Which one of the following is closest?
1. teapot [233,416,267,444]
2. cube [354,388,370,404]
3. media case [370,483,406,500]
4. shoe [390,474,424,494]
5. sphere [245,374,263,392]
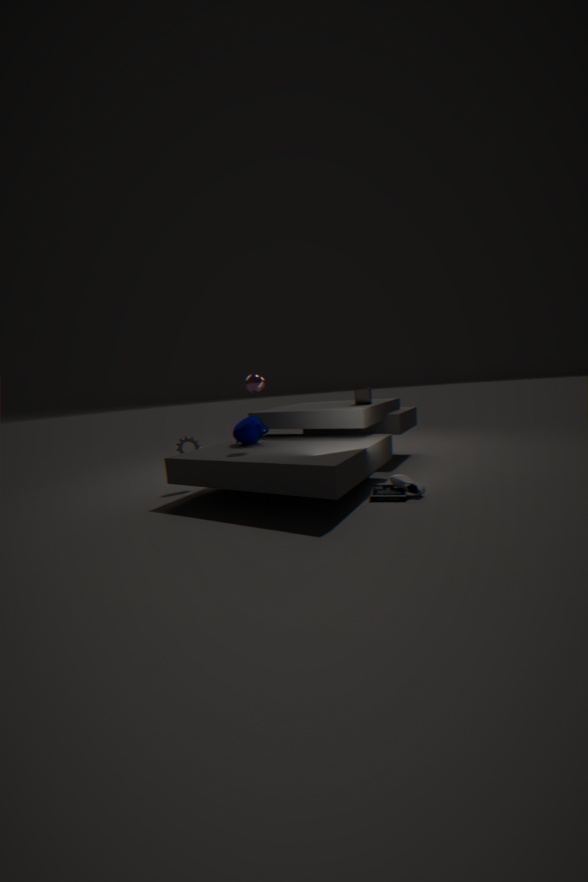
media case [370,483,406,500]
